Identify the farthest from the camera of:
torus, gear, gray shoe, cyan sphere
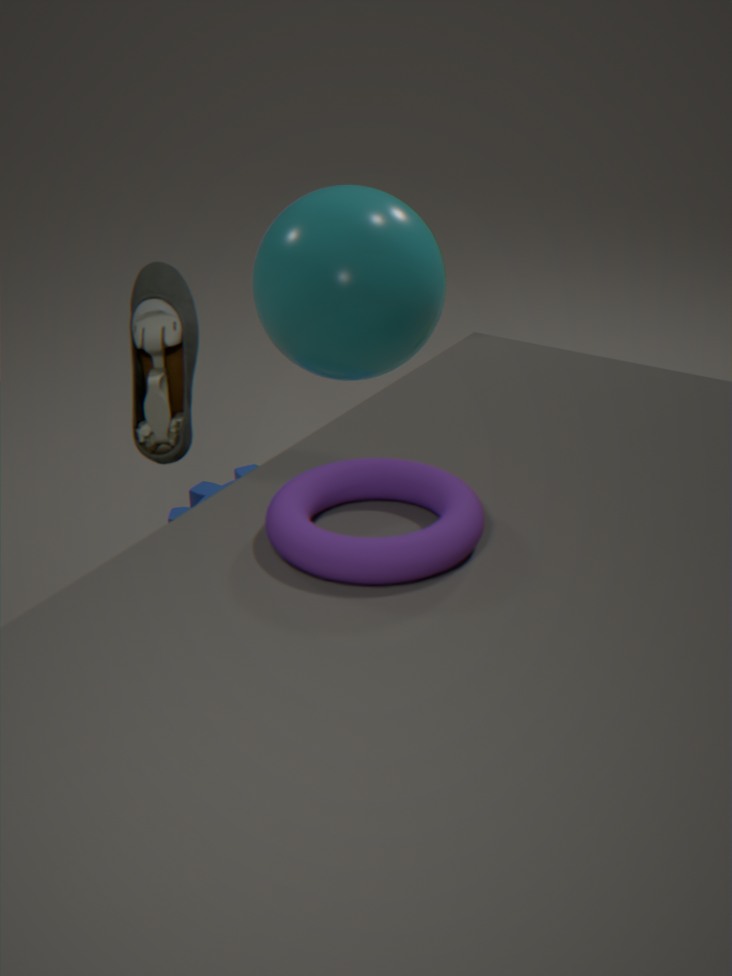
gear
